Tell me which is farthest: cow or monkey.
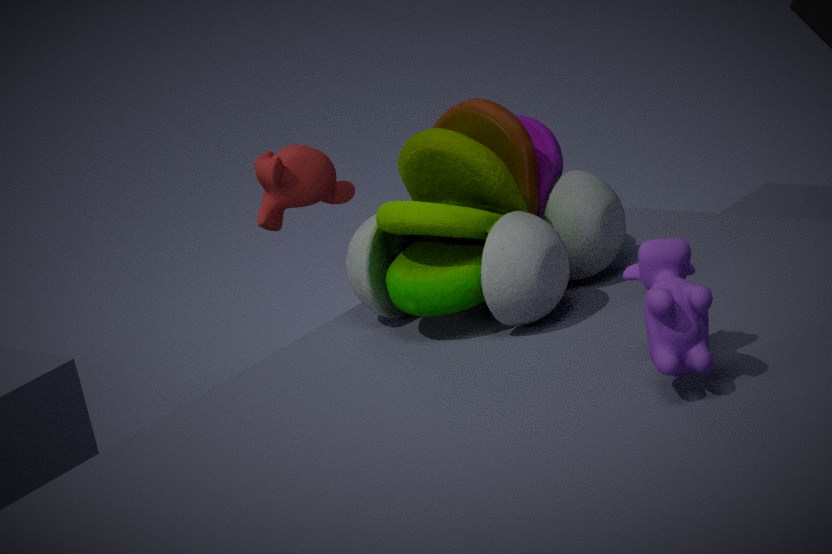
monkey
